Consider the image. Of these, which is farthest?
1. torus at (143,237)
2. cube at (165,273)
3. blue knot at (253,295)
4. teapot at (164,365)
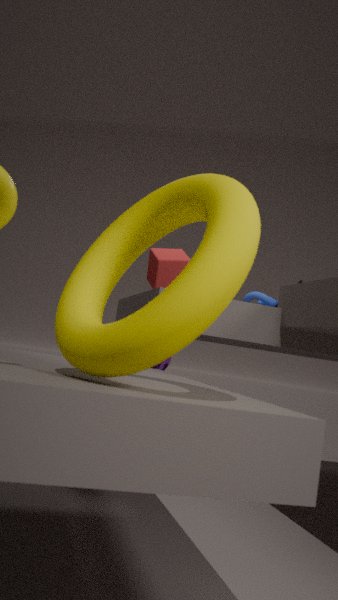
blue knot at (253,295)
